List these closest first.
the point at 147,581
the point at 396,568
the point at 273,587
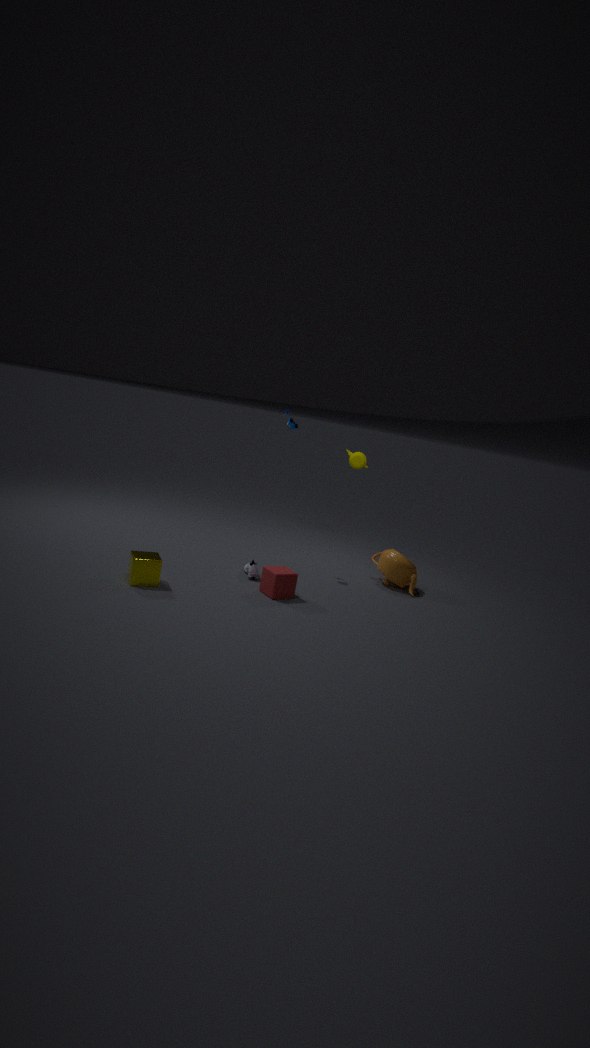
1. the point at 147,581
2. the point at 273,587
3. the point at 396,568
